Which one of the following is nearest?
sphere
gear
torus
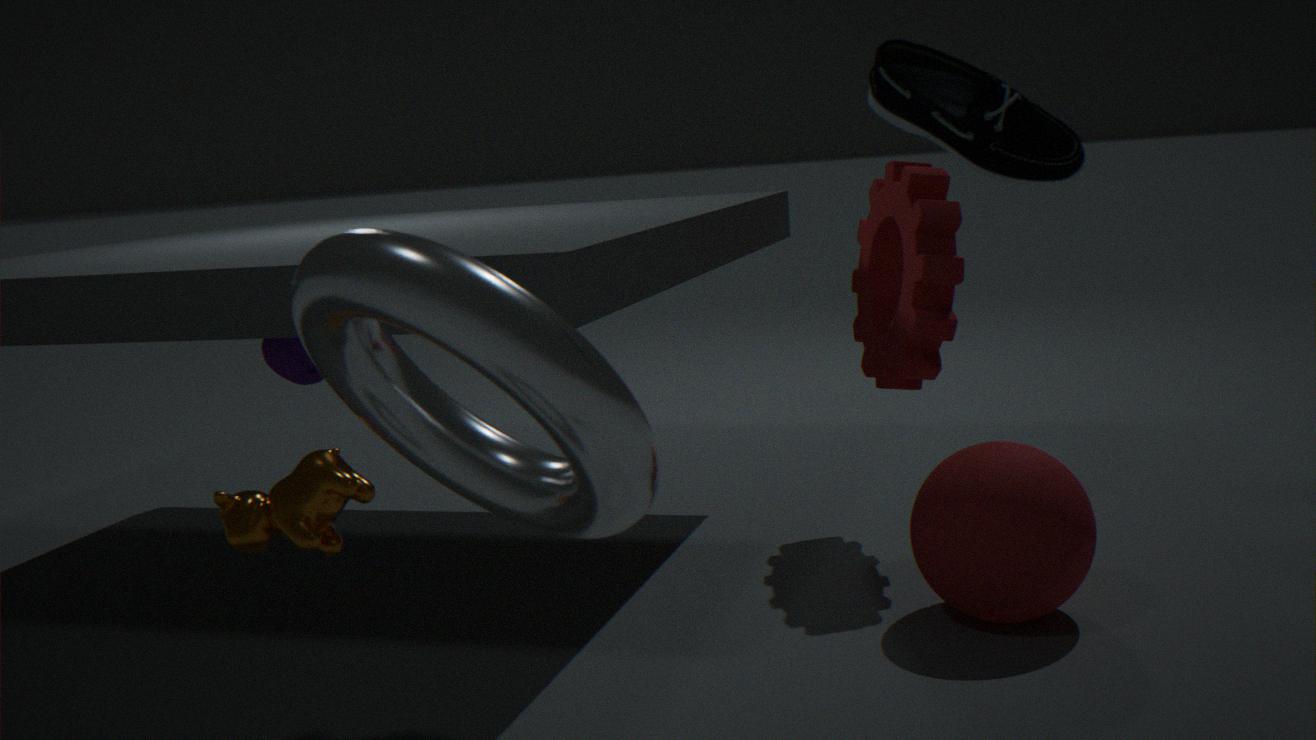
torus
